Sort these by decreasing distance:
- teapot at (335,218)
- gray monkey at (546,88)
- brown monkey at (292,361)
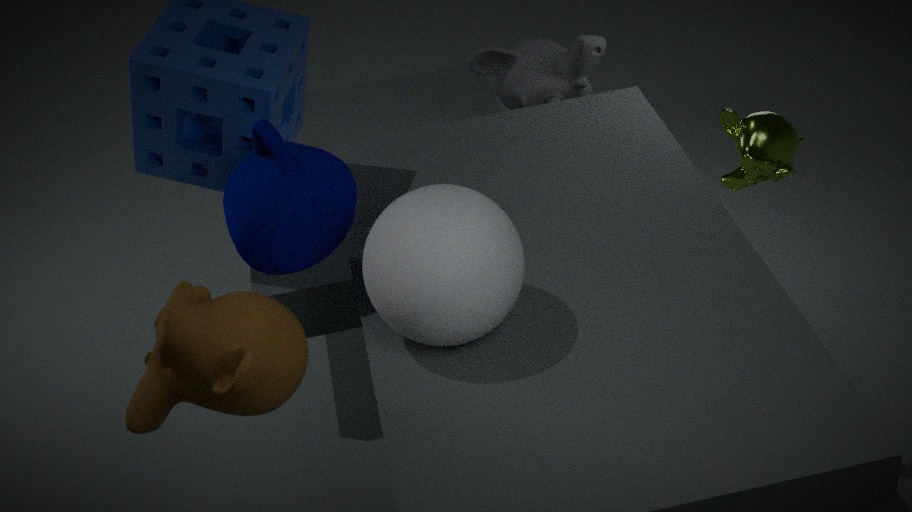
gray monkey at (546,88) < teapot at (335,218) < brown monkey at (292,361)
